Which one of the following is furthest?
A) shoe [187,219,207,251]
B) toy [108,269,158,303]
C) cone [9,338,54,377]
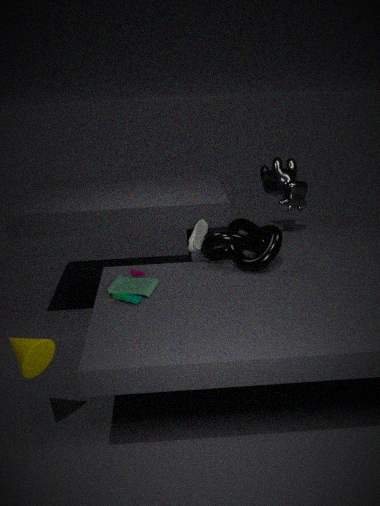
shoe [187,219,207,251]
